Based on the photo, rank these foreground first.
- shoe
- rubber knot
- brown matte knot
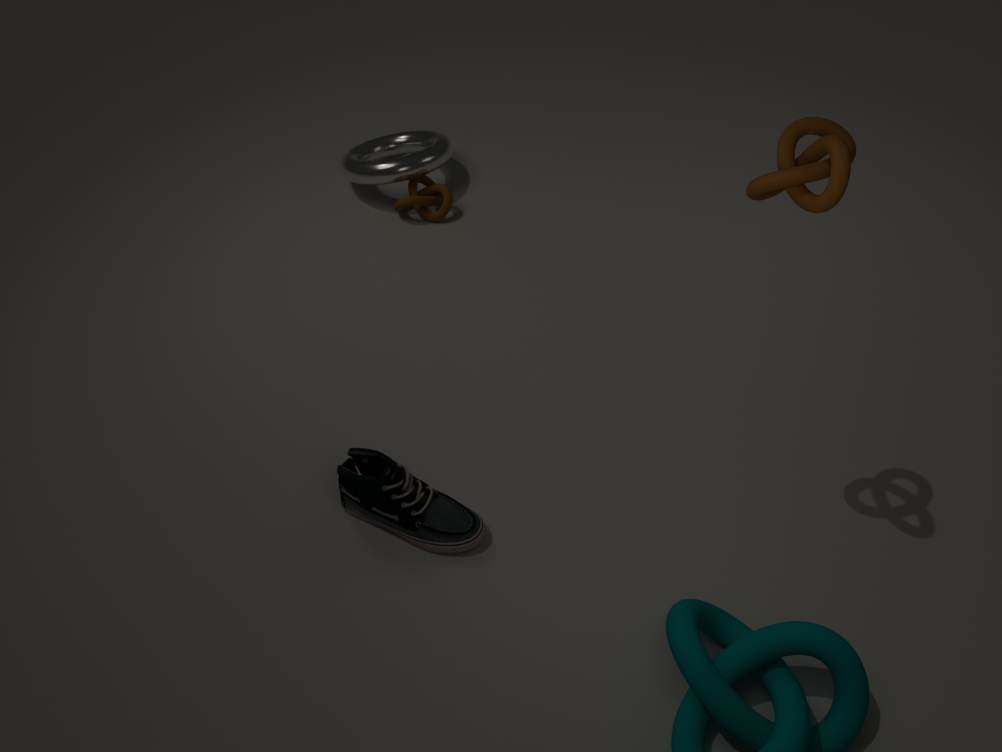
1. rubber knot
2. shoe
3. brown matte knot
